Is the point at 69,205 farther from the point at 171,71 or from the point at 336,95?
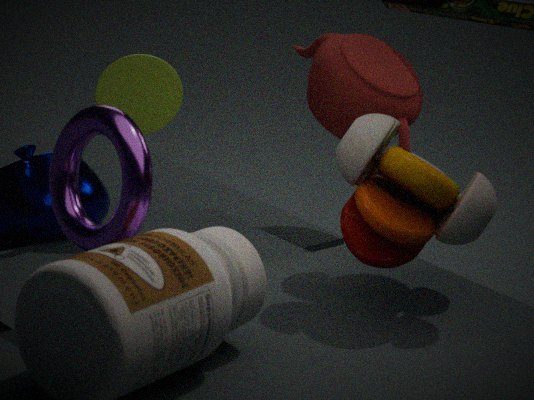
the point at 336,95
